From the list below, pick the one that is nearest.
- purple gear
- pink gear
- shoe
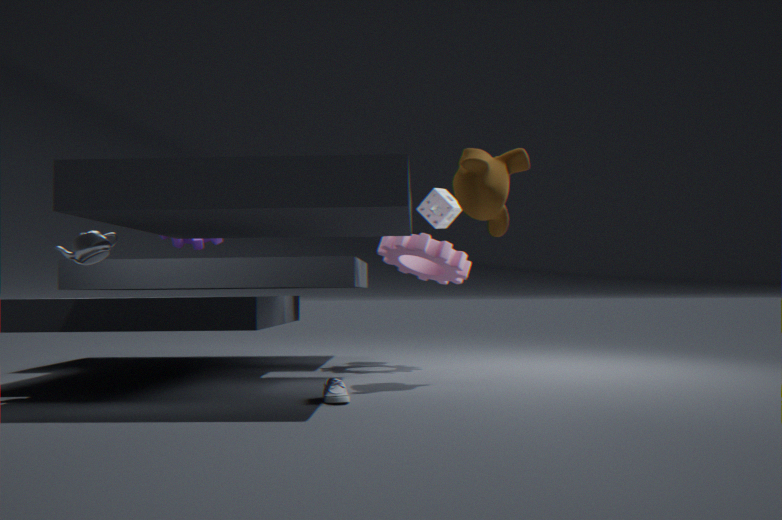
shoe
